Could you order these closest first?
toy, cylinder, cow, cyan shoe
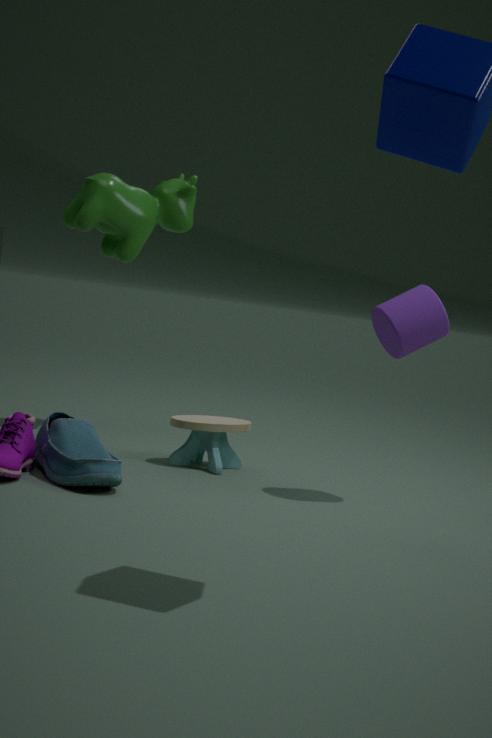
1. cyan shoe
2. cylinder
3. toy
4. cow
